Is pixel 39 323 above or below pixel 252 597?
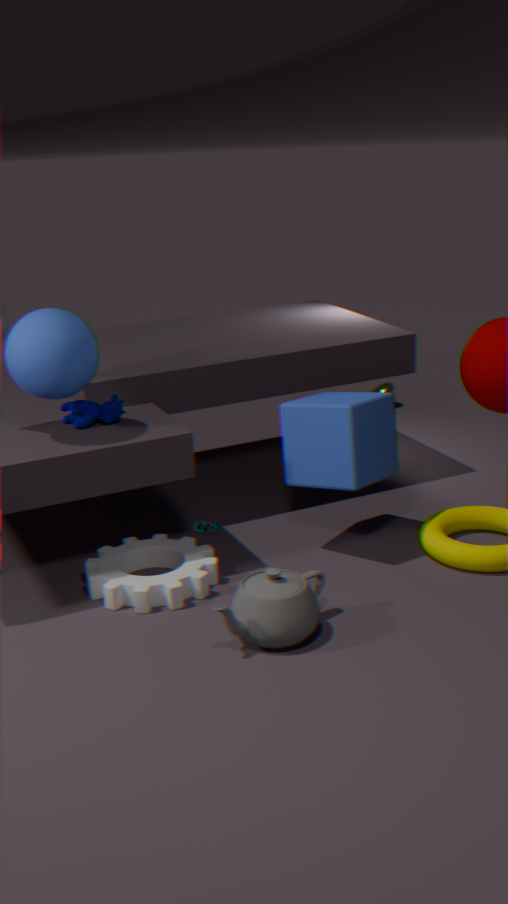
above
